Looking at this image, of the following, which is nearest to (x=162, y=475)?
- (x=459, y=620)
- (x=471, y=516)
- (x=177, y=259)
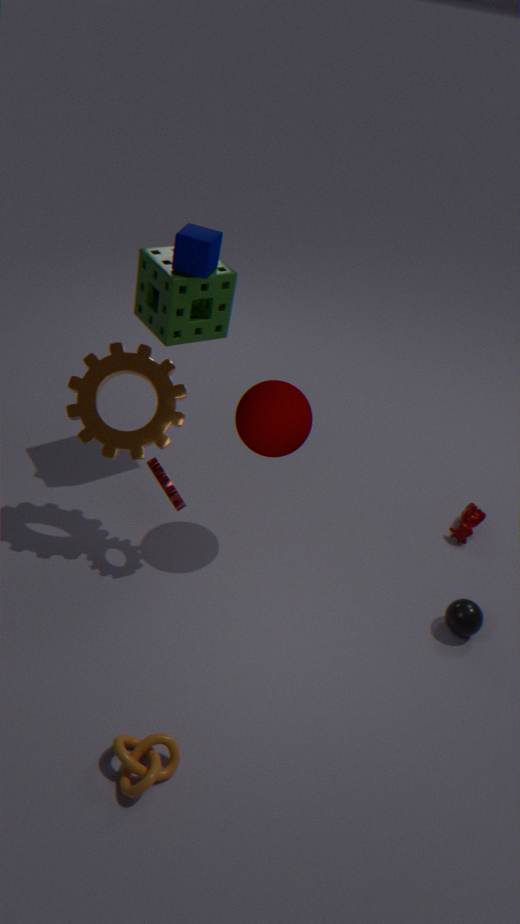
(x=177, y=259)
